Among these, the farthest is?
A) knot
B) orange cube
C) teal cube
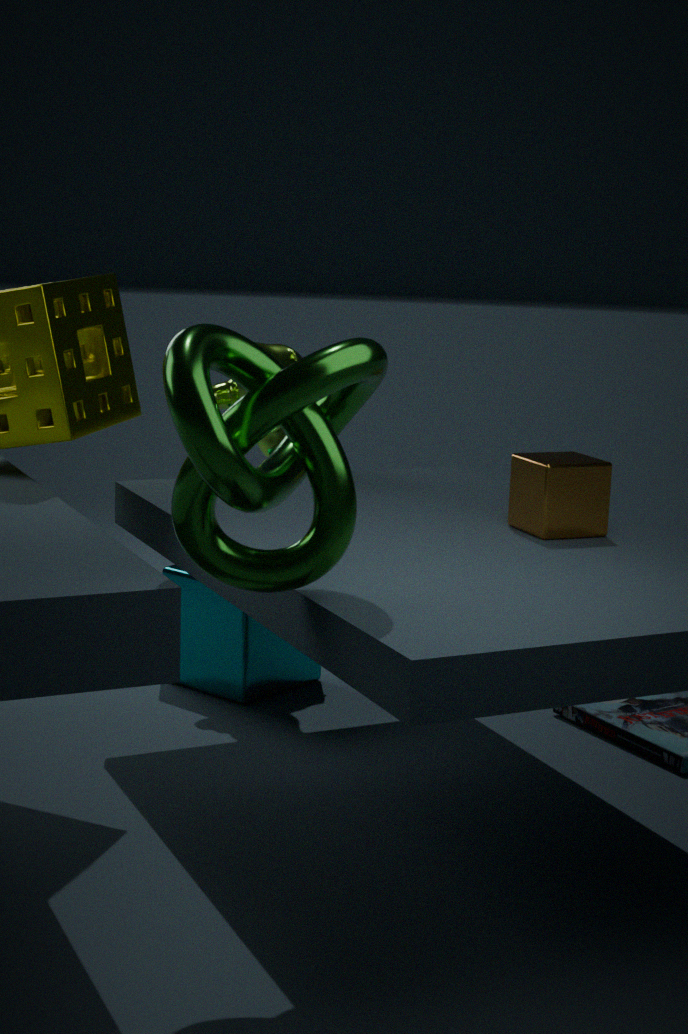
teal cube
